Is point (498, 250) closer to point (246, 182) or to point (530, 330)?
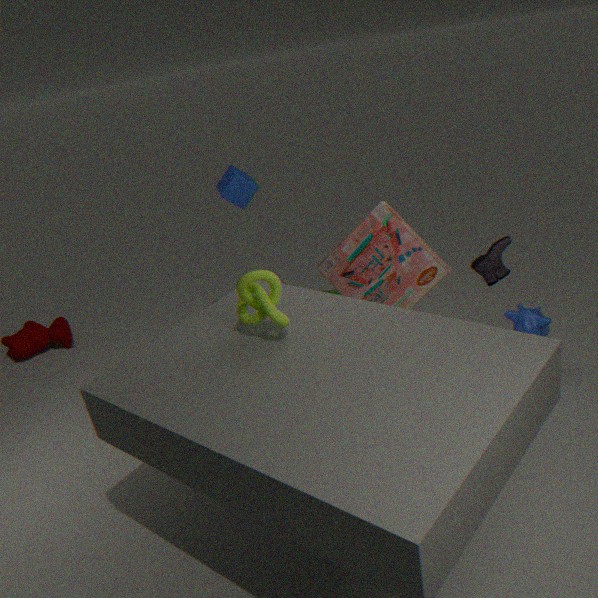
point (530, 330)
